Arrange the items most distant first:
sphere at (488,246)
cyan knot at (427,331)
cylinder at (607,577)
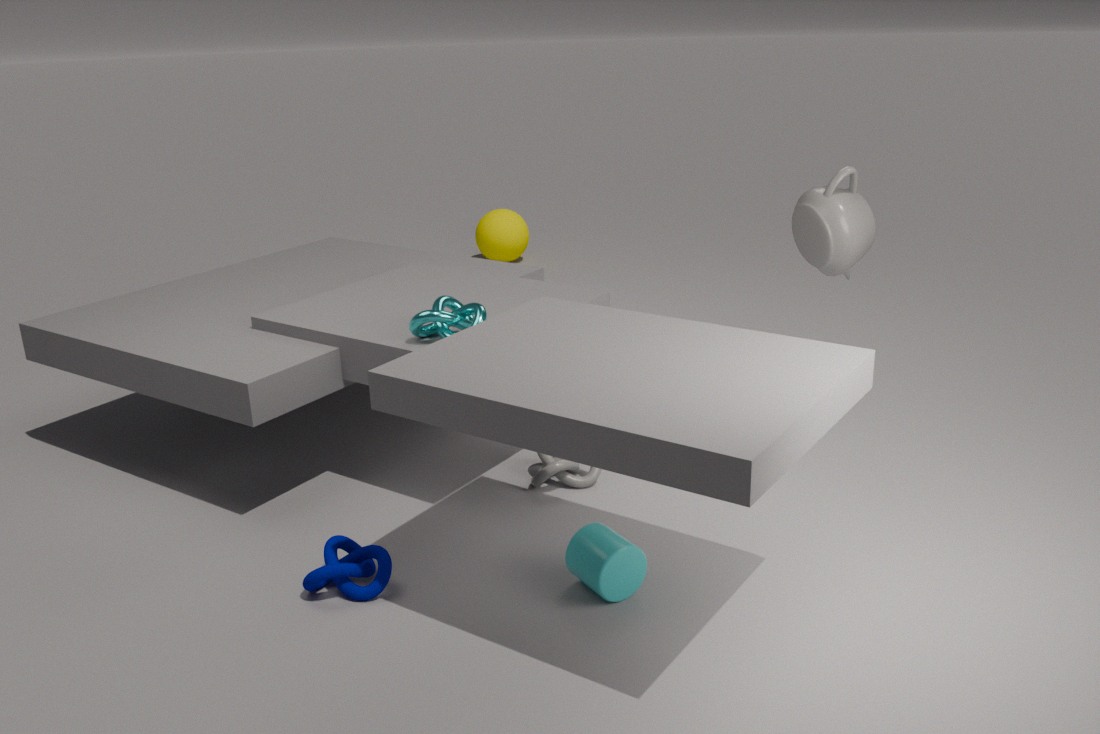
sphere at (488,246)
cyan knot at (427,331)
cylinder at (607,577)
